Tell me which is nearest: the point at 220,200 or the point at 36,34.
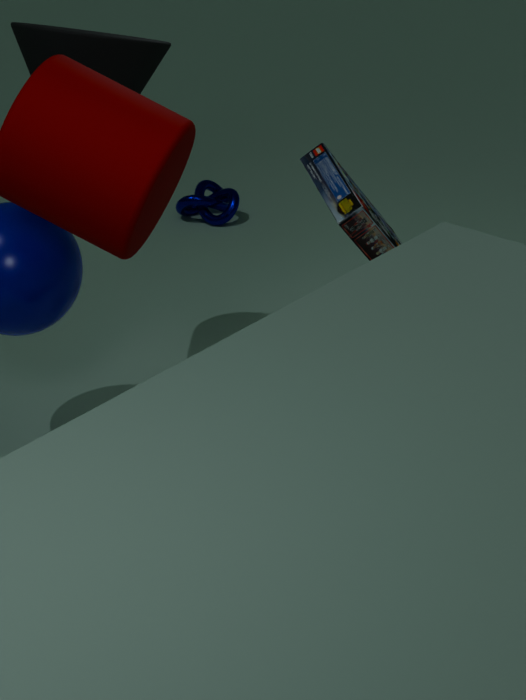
the point at 36,34
